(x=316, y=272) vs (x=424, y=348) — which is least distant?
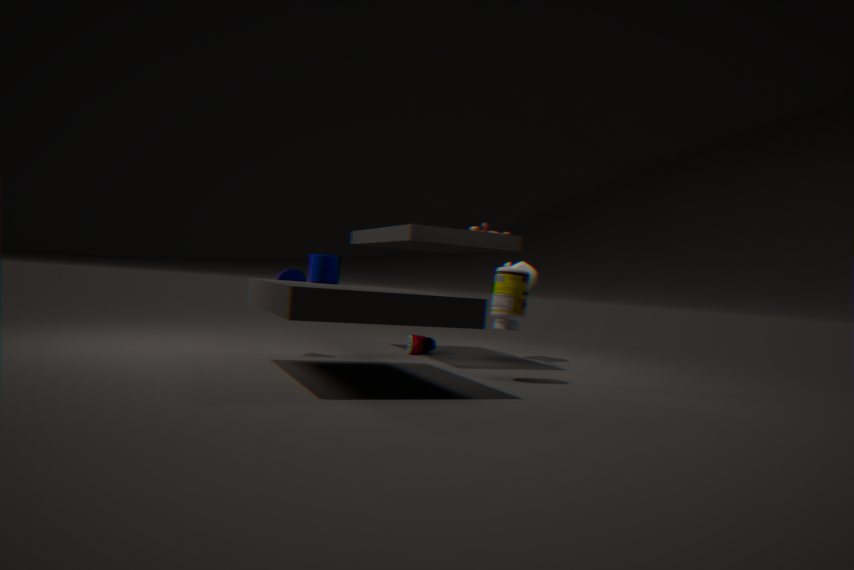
(x=316, y=272)
